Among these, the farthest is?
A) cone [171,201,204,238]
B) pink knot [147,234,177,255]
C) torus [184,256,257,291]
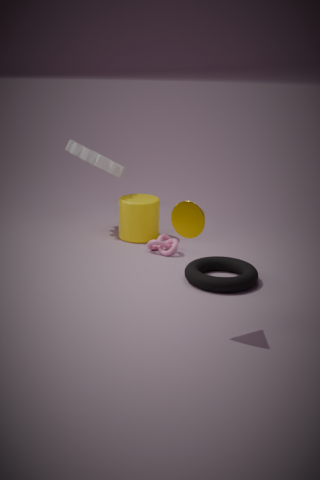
pink knot [147,234,177,255]
